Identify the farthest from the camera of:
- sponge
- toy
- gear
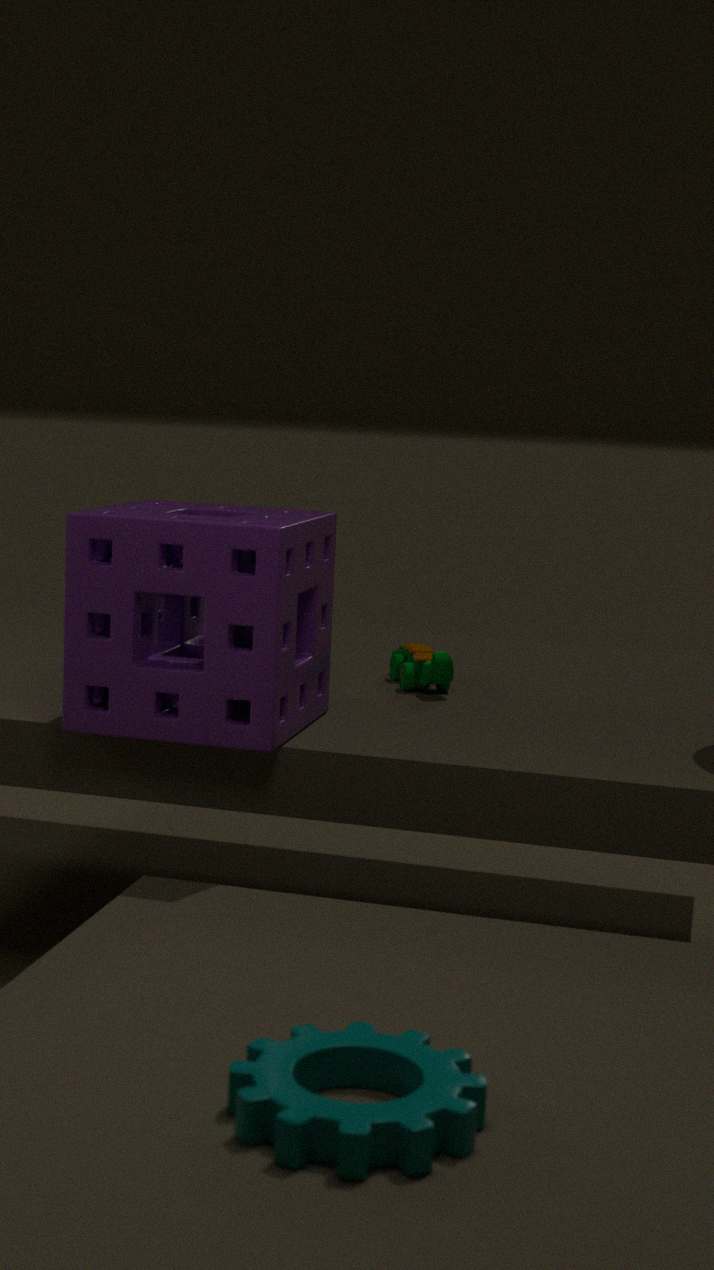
toy
